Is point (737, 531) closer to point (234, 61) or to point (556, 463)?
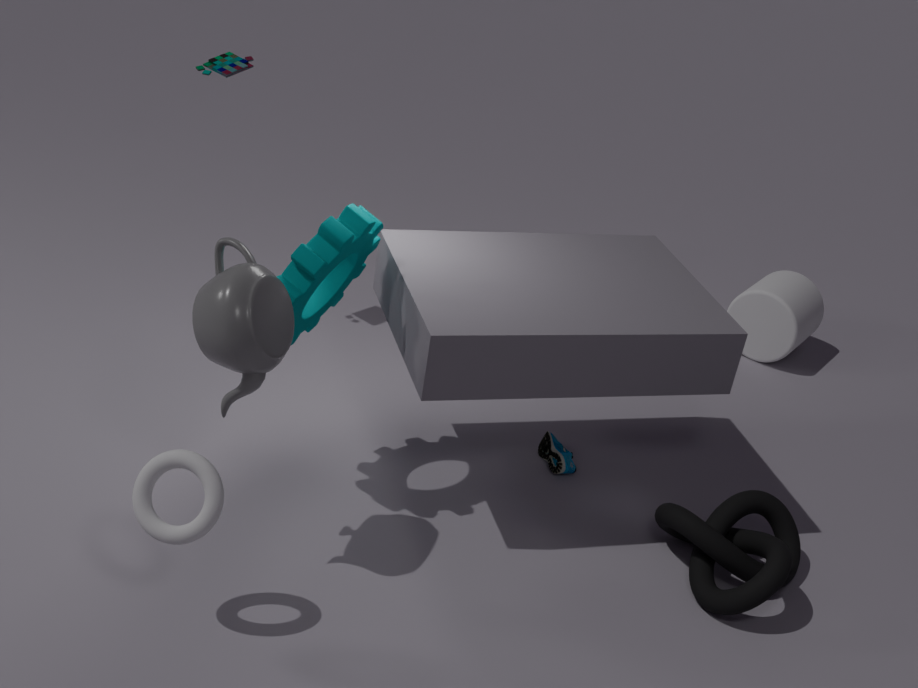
point (556, 463)
